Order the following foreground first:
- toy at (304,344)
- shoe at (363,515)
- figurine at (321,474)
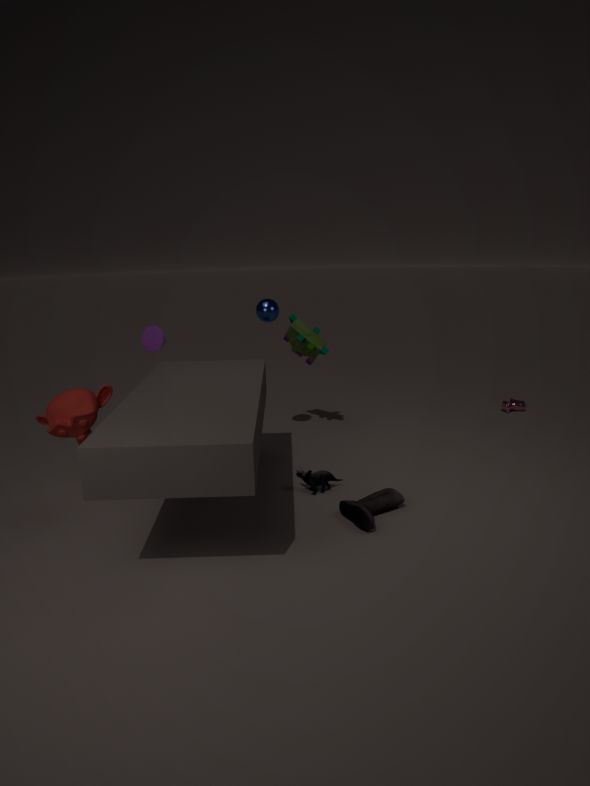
shoe at (363,515) → figurine at (321,474) → toy at (304,344)
